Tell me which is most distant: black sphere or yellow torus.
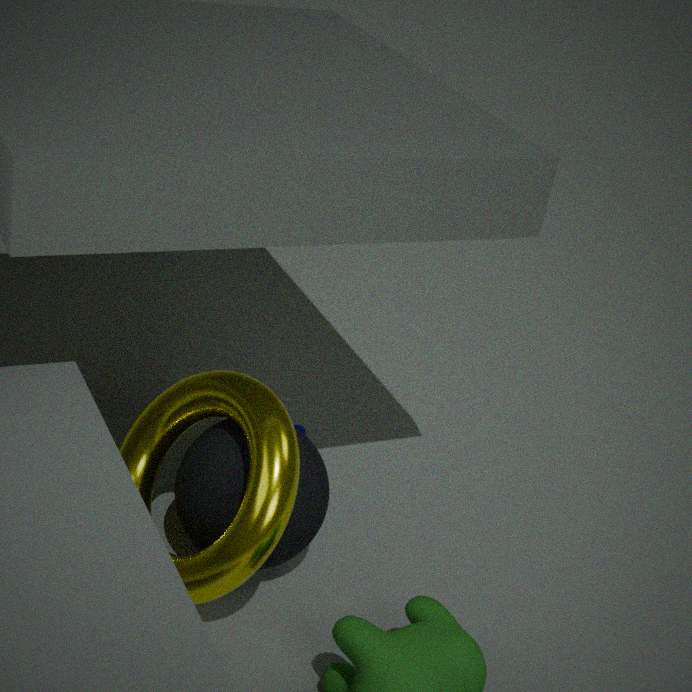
black sphere
